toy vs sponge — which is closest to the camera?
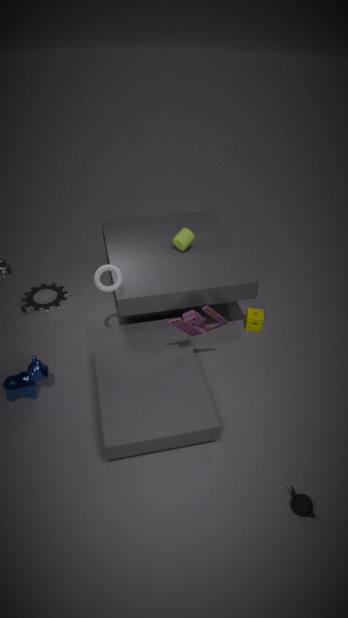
toy
